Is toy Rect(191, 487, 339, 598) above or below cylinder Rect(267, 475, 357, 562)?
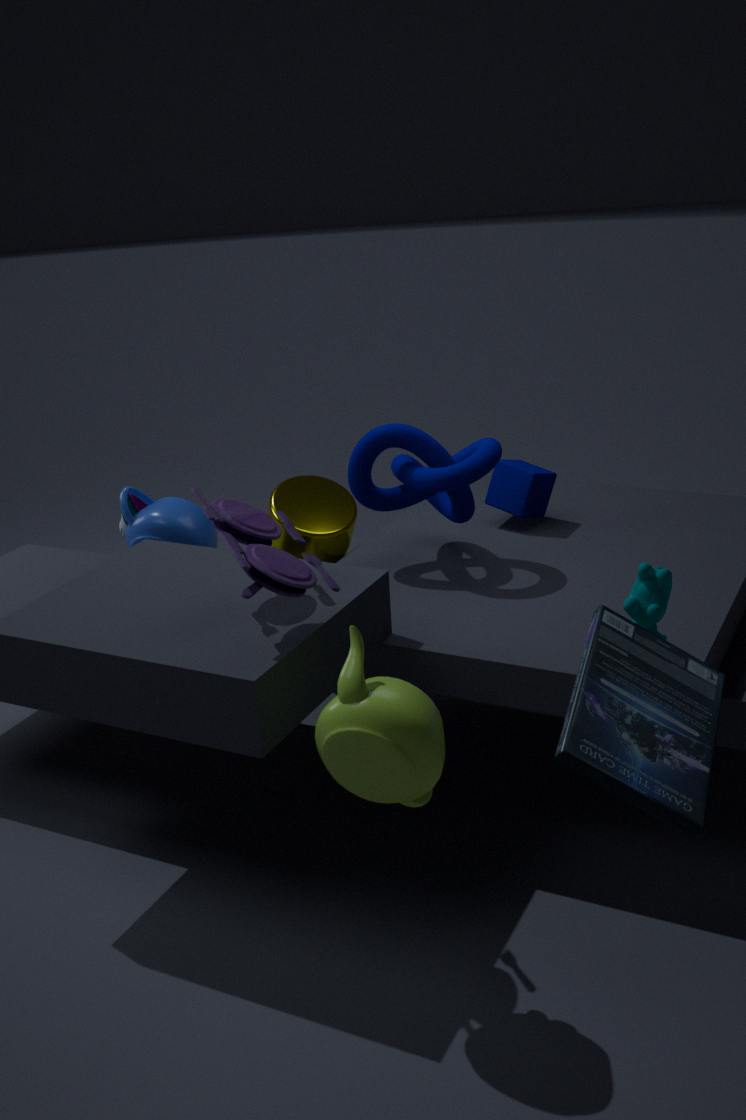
above
